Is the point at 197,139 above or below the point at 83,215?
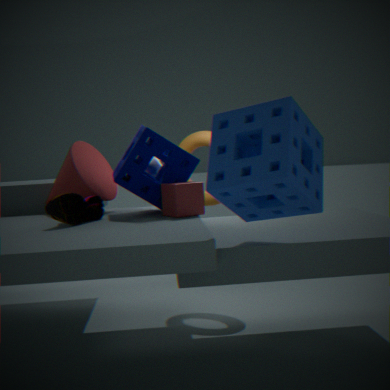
above
